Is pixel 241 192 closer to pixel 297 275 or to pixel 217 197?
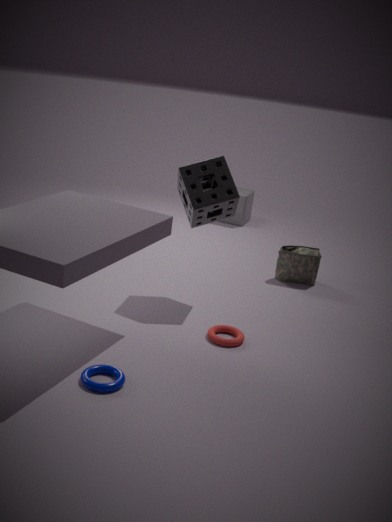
pixel 297 275
